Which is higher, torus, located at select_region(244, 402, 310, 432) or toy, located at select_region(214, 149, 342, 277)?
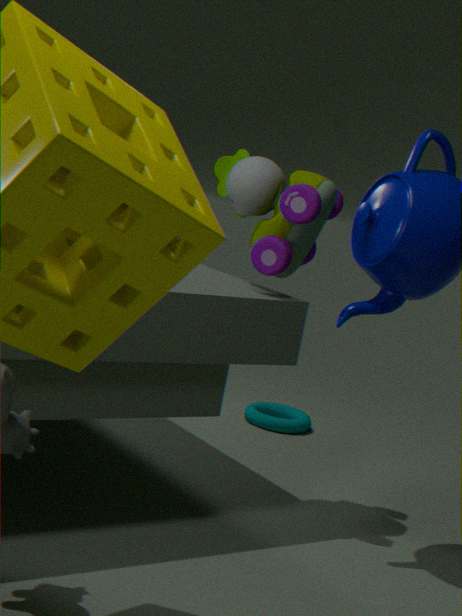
toy, located at select_region(214, 149, 342, 277)
